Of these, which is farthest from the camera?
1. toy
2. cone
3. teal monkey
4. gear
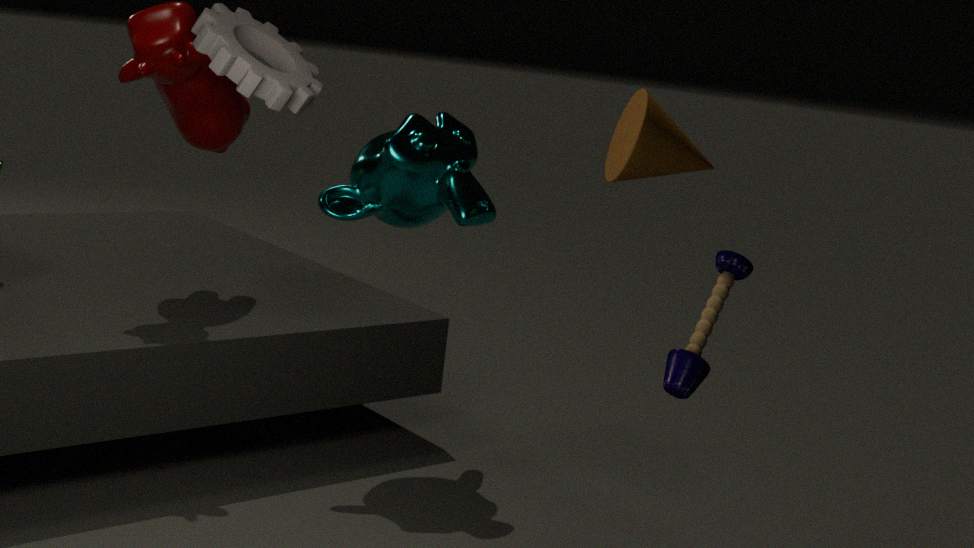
teal monkey
